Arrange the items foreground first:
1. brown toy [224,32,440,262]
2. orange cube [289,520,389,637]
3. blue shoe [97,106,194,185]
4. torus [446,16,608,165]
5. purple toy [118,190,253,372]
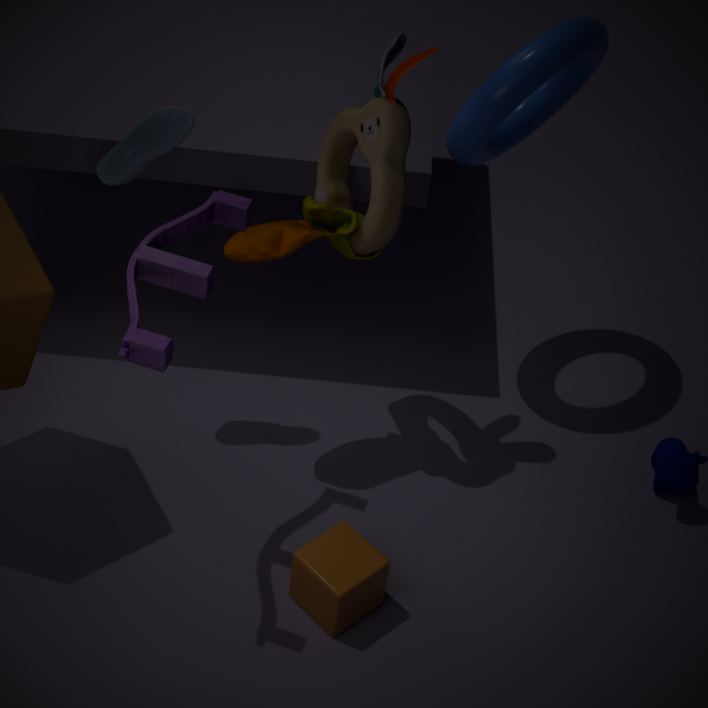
1. purple toy [118,190,253,372]
2. brown toy [224,32,440,262]
3. orange cube [289,520,389,637]
4. blue shoe [97,106,194,185]
5. torus [446,16,608,165]
